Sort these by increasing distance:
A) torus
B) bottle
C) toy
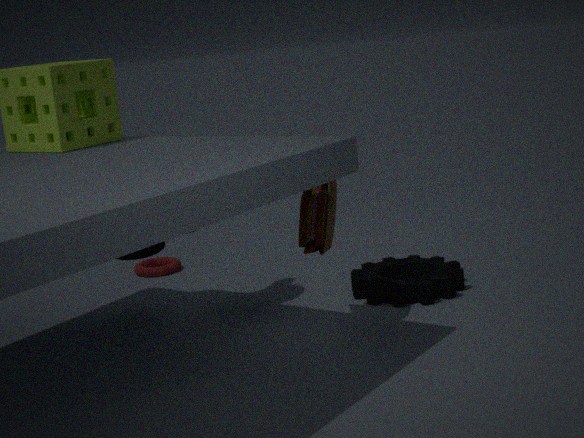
toy → bottle → torus
